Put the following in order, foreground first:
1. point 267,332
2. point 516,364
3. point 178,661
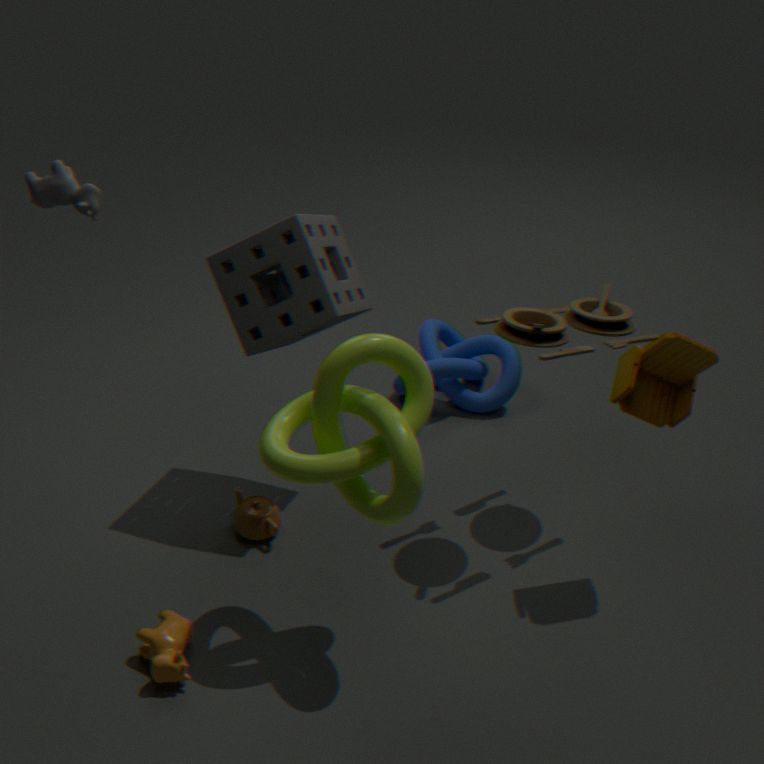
point 178,661
point 267,332
point 516,364
